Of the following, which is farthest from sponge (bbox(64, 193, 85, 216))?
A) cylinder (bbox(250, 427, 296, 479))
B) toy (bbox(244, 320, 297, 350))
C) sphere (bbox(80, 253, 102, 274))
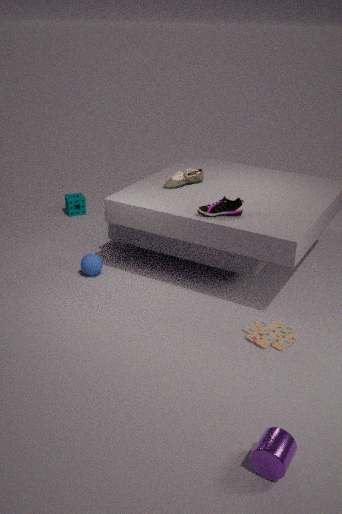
cylinder (bbox(250, 427, 296, 479))
